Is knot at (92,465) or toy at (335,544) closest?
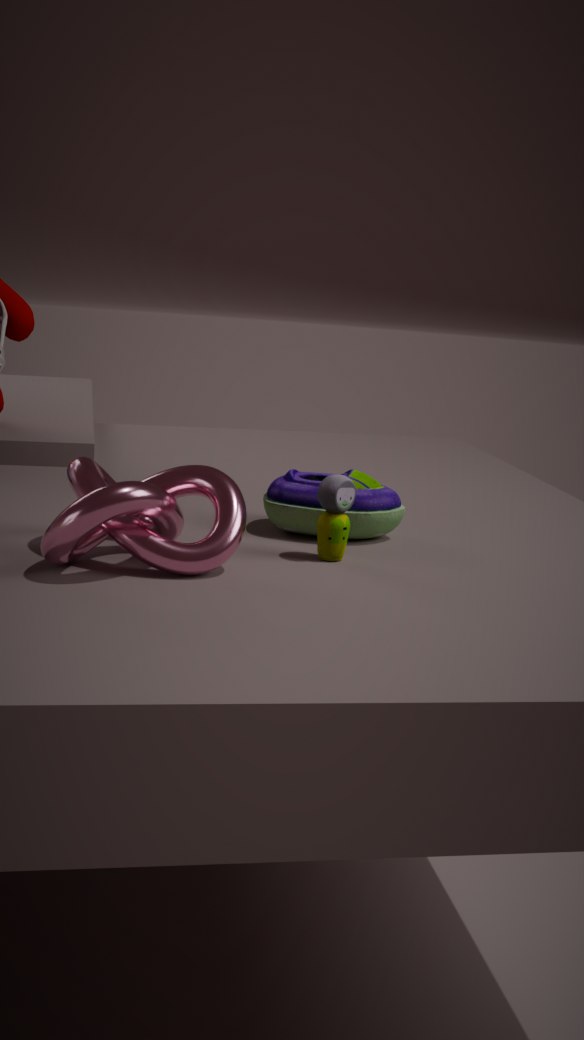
knot at (92,465)
